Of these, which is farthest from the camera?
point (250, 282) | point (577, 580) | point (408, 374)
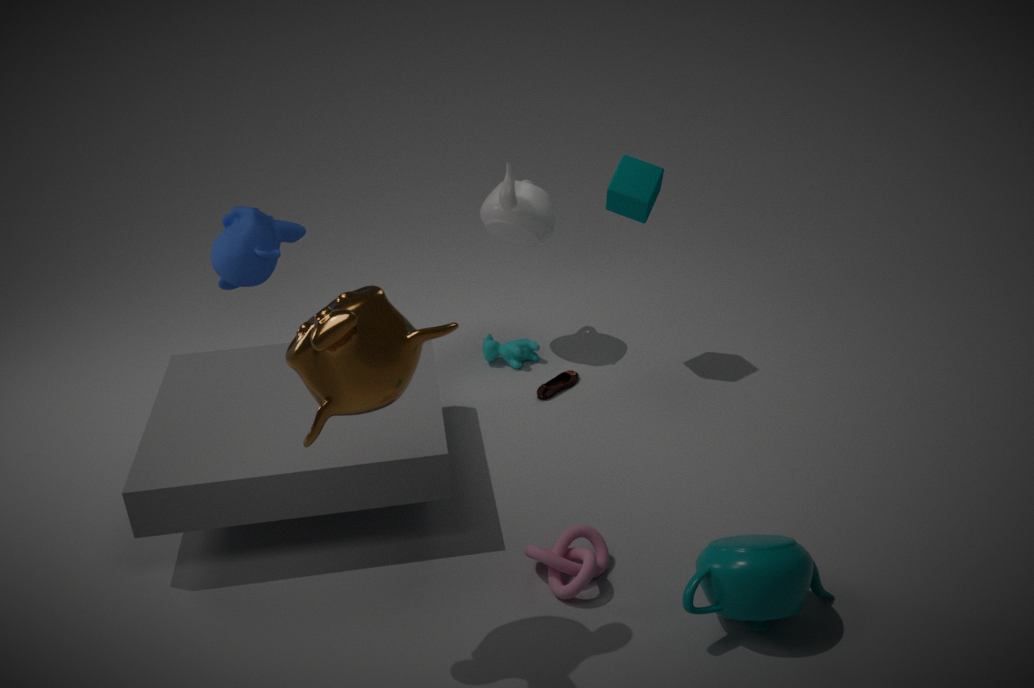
point (250, 282)
